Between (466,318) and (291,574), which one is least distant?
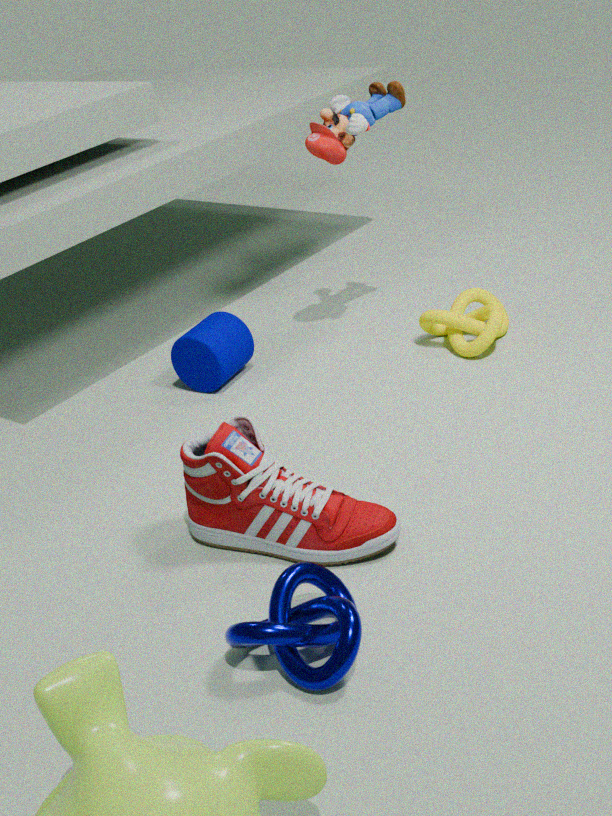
(291,574)
